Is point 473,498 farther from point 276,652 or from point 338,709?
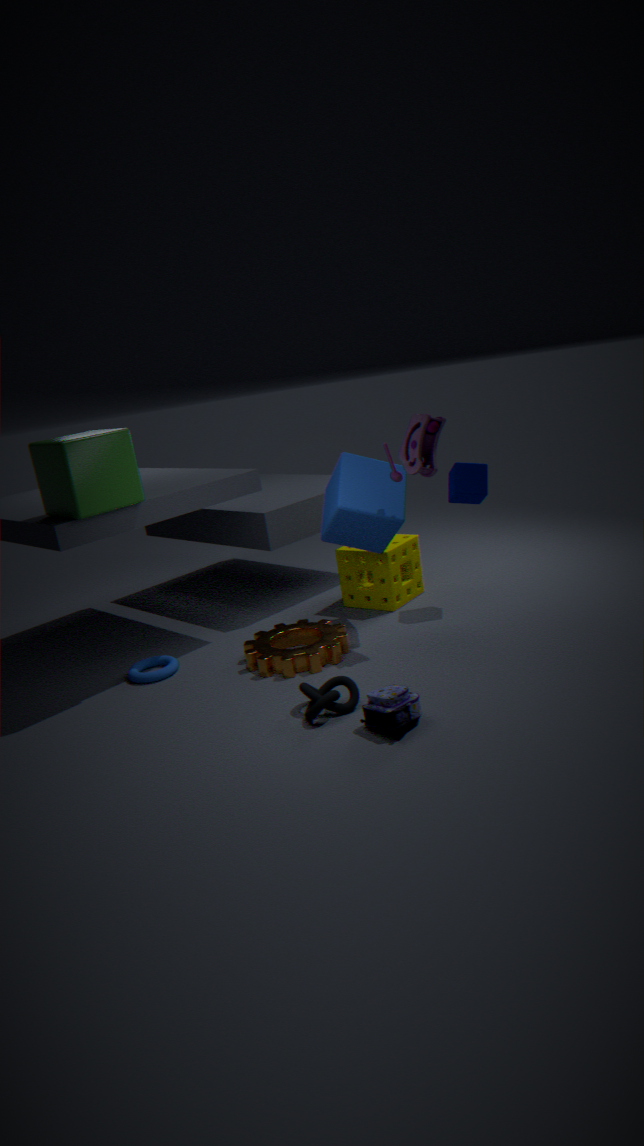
point 338,709
